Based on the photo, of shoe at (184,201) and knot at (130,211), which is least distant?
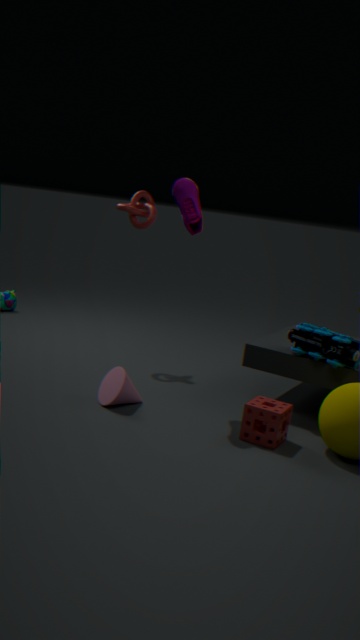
shoe at (184,201)
